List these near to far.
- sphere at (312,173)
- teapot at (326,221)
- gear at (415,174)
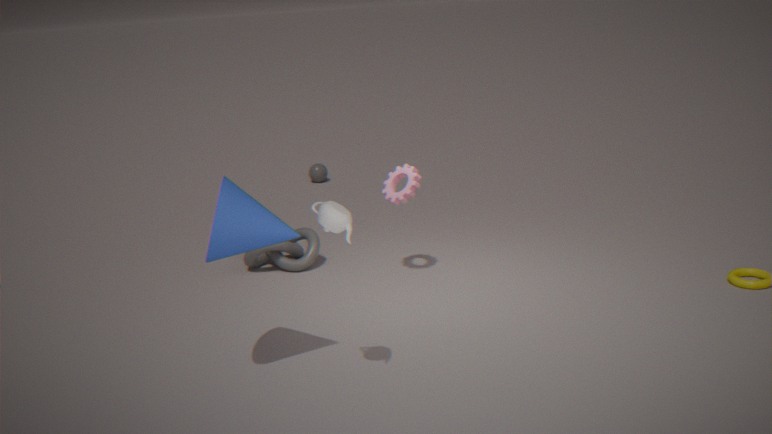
teapot at (326,221), gear at (415,174), sphere at (312,173)
